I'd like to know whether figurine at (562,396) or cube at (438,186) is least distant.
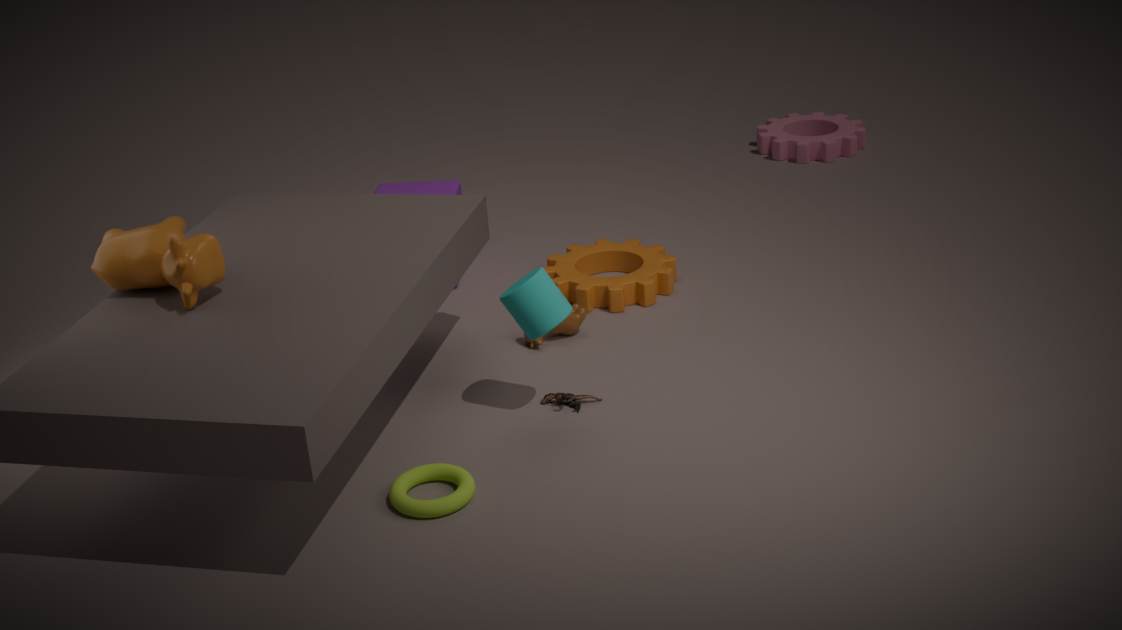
figurine at (562,396)
